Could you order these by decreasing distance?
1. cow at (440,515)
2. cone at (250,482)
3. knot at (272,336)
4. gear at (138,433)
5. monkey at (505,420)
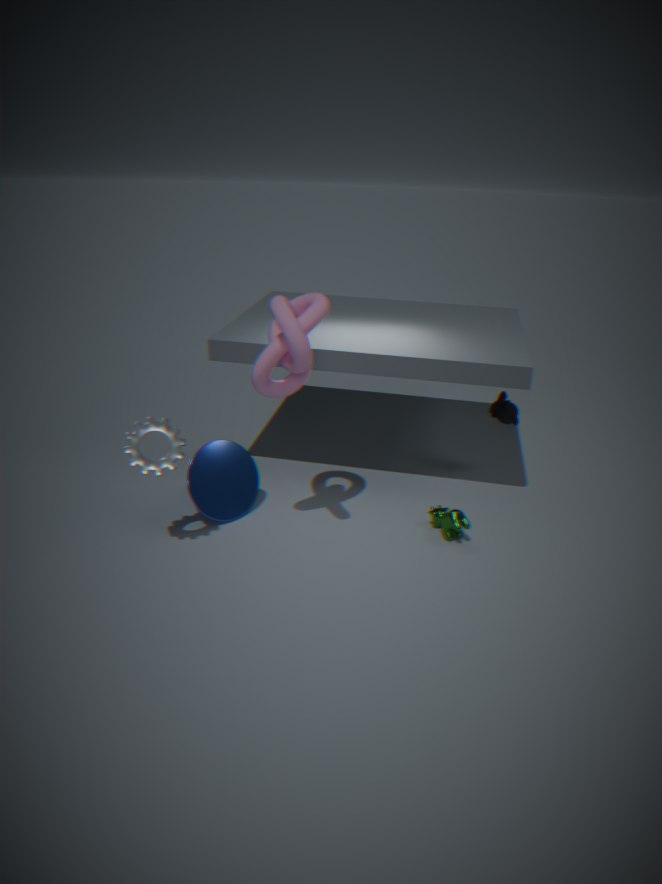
monkey at (505,420), cone at (250,482), cow at (440,515), gear at (138,433), knot at (272,336)
